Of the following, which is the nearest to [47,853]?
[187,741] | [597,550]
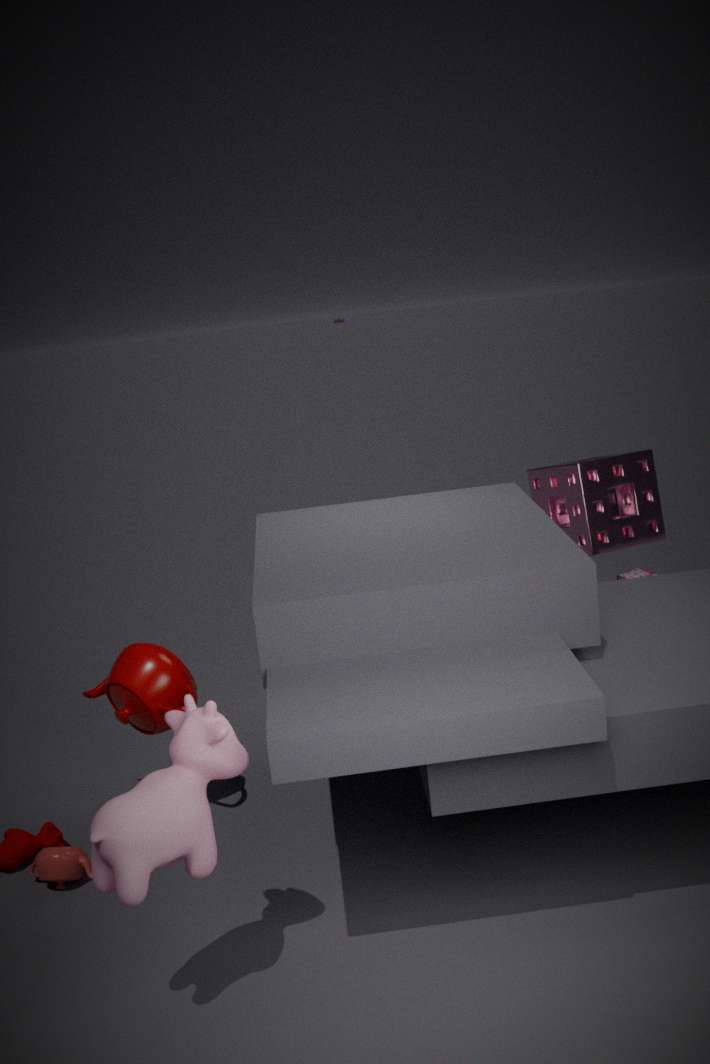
[187,741]
